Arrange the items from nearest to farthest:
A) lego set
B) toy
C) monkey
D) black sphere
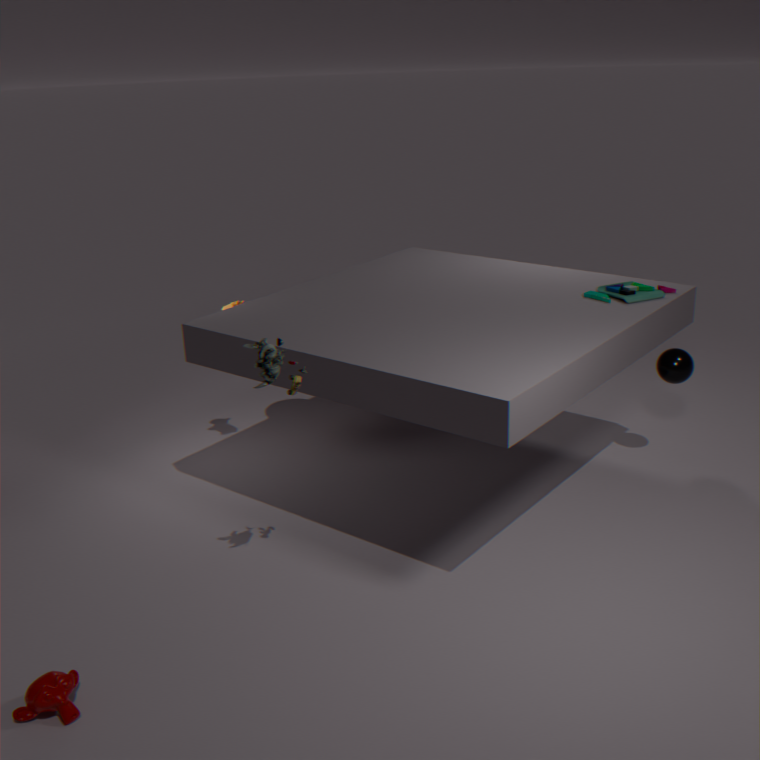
1. C. monkey
2. A. lego set
3. B. toy
4. D. black sphere
